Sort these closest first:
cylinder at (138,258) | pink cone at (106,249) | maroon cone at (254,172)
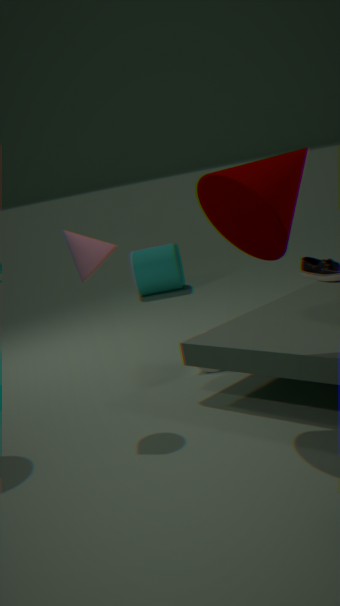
1. maroon cone at (254,172)
2. pink cone at (106,249)
3. cylinder at (138,258)
